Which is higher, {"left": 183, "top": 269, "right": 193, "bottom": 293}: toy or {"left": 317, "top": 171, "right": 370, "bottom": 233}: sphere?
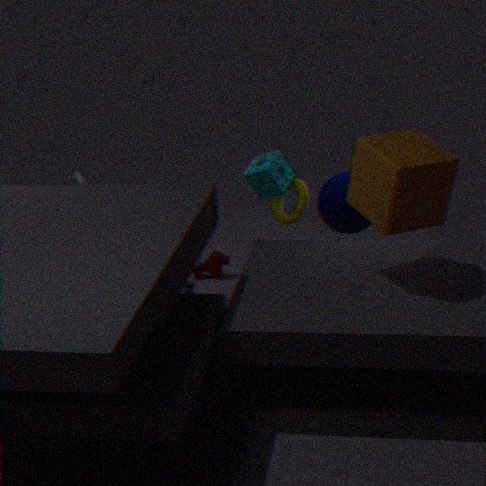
{"left": 317, "top": 171, "right": 370, "bottom": 233}: sphere
